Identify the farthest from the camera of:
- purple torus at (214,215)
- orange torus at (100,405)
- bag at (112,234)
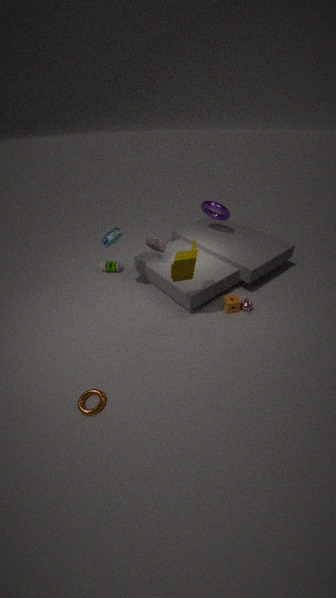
purple torus at (214,215)
